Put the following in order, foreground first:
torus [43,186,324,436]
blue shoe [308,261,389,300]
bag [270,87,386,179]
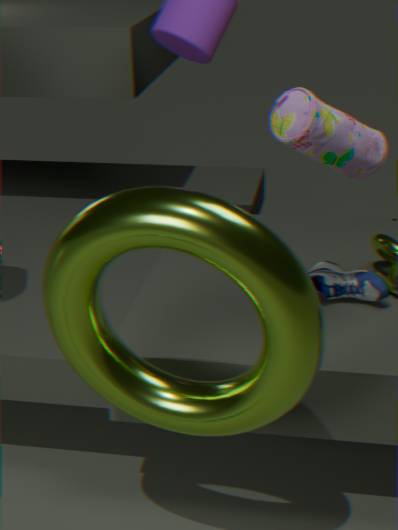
torus [43,186,324,436] → bag [270,87,386,179] → blue shoe [308,261,389,300]
